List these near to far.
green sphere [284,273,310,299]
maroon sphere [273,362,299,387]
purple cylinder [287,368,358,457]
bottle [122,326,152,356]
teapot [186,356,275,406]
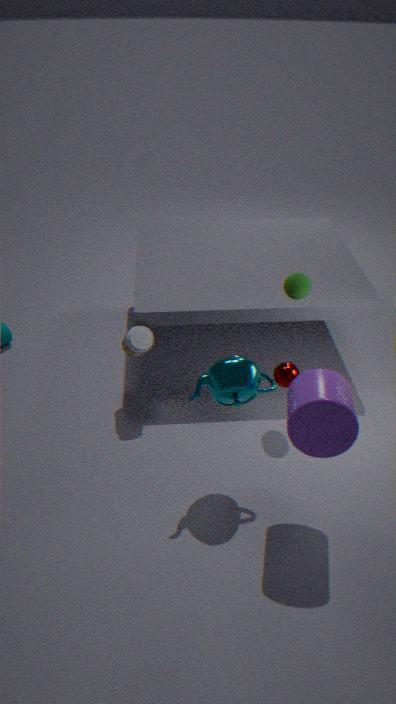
purple cylinder [287,368,358,457], teapot [186,356,275,406], green sphere [284,273,310,299], maroon sphere [273,362,299,387], bottle [122,326,152,356]
